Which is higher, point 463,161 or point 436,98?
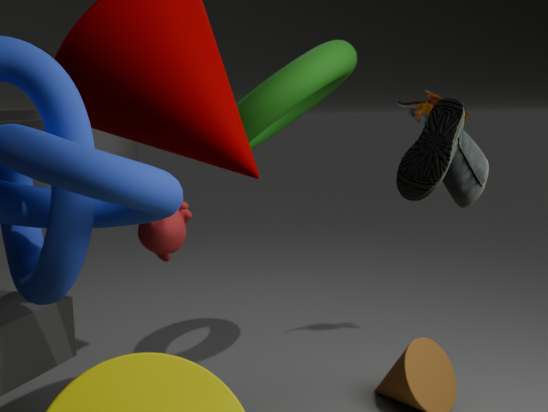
point 436,98
